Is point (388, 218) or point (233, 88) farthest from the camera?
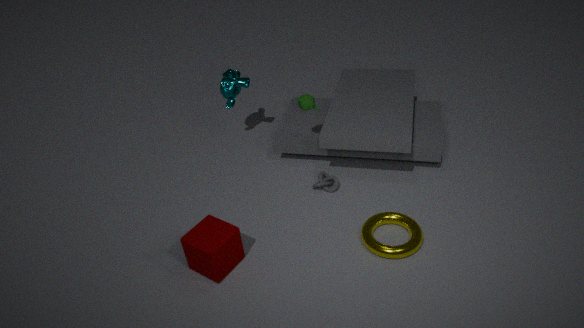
point (233, 88)
